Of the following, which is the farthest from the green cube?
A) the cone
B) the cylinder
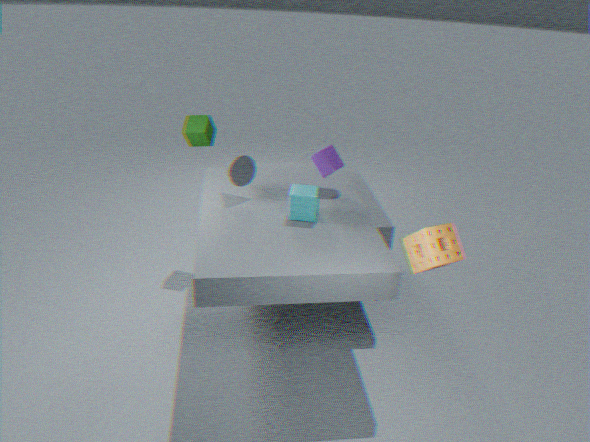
the cylinder
